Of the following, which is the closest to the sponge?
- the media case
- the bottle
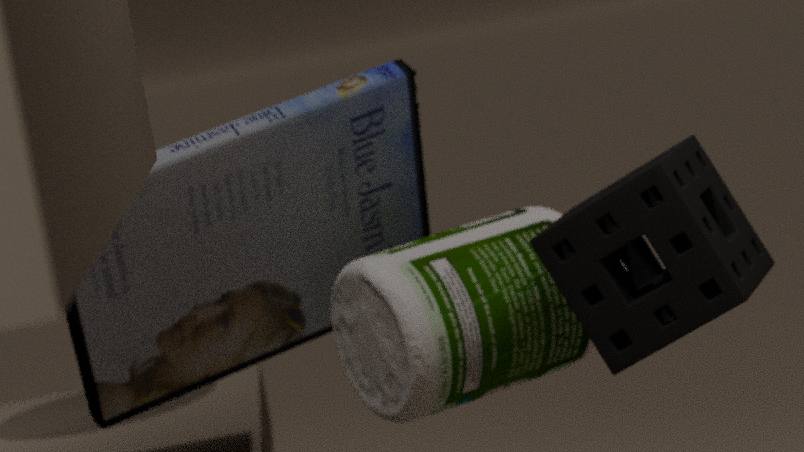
the bottle
